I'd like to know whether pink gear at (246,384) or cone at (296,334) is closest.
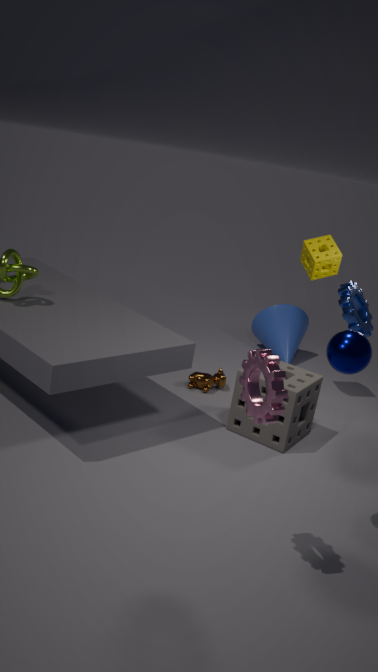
pink gear at (246,384)
